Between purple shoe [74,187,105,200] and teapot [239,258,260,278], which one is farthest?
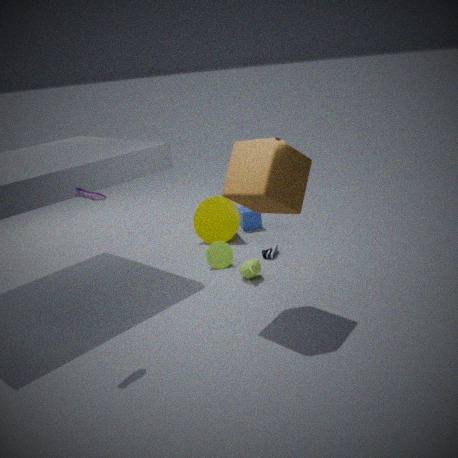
teapot [239,258,260,278]
